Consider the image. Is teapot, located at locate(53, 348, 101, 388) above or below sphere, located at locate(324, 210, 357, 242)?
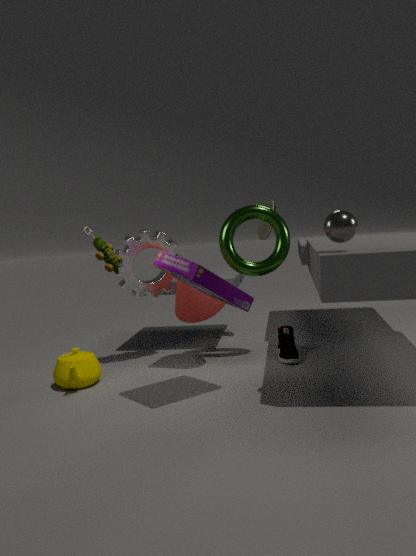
below
